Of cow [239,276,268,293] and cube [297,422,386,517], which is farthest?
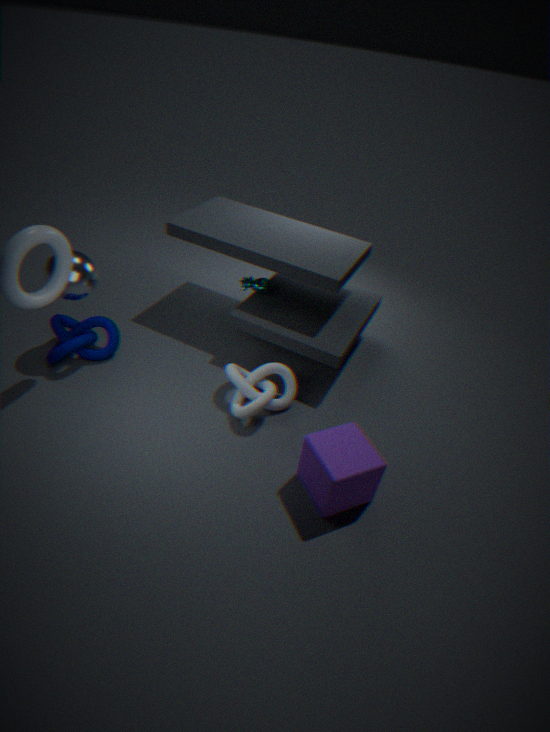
cow [239,276,268,293]
